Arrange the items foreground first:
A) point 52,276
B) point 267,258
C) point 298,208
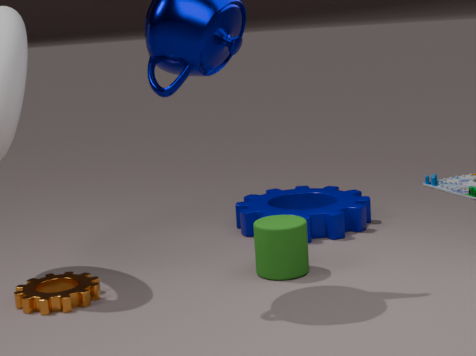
point 267,258, point 52,276, point 298,208
